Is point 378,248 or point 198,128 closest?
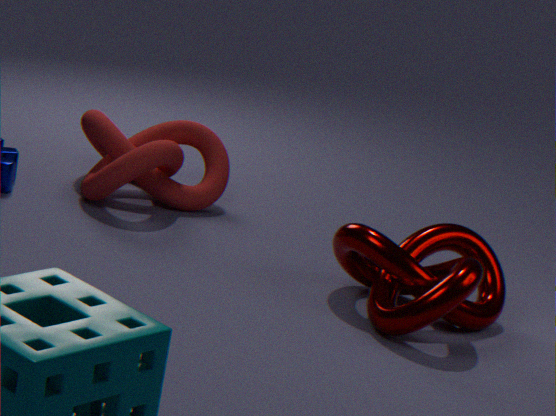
point 378,248
